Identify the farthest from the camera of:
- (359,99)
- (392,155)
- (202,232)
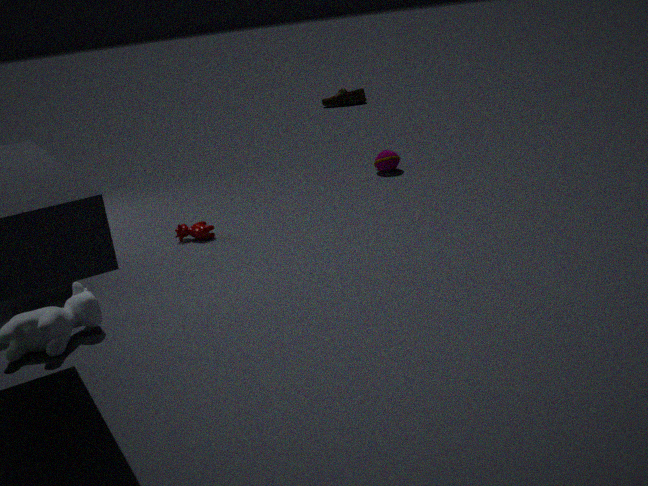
(359,99)
